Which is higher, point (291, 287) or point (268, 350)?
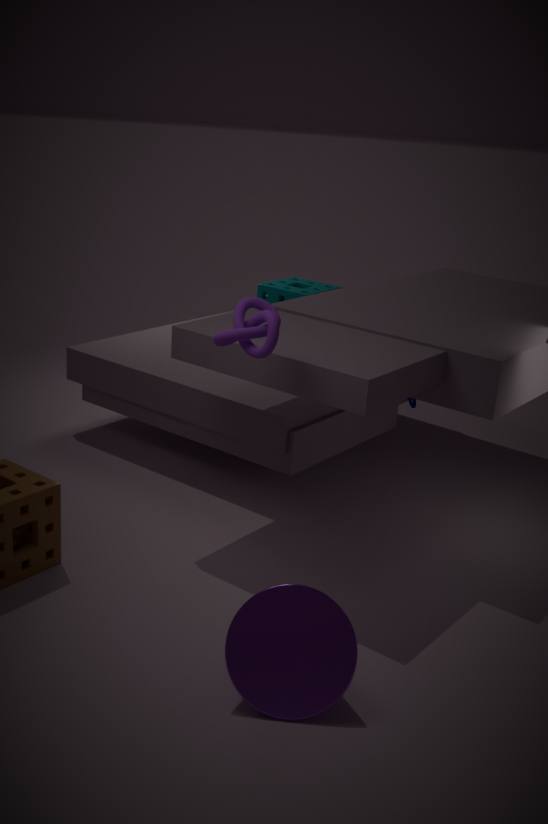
point (268, 350)
